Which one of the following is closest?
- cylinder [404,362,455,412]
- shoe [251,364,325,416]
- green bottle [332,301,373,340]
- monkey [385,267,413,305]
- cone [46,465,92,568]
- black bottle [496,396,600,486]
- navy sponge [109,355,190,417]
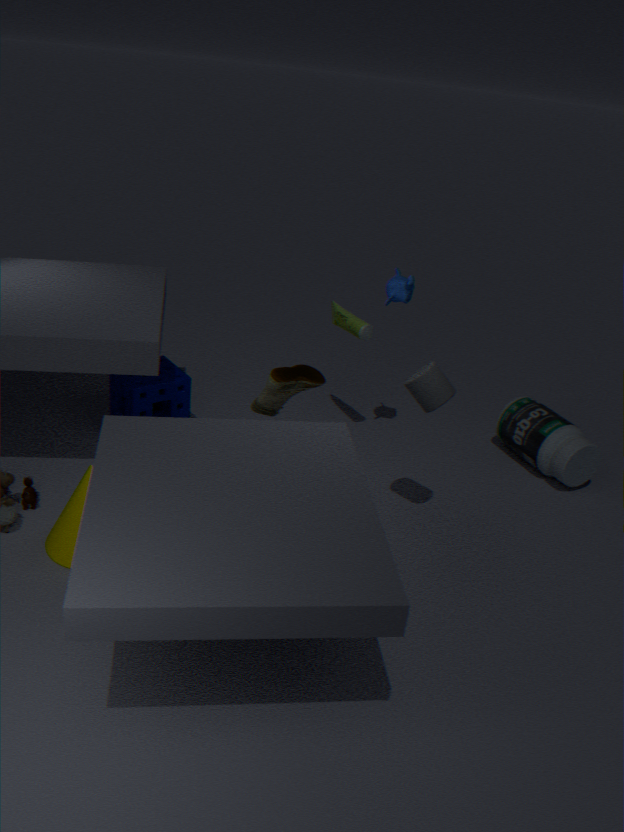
cone [46,465,92,568]
